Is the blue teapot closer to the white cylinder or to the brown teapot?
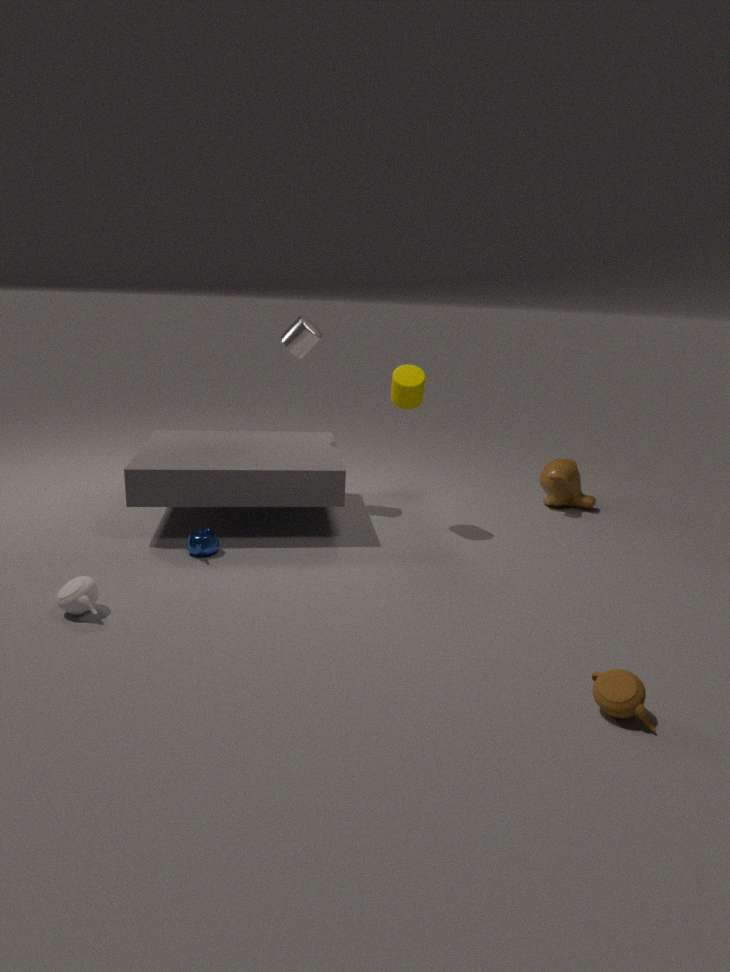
the white cylinder
